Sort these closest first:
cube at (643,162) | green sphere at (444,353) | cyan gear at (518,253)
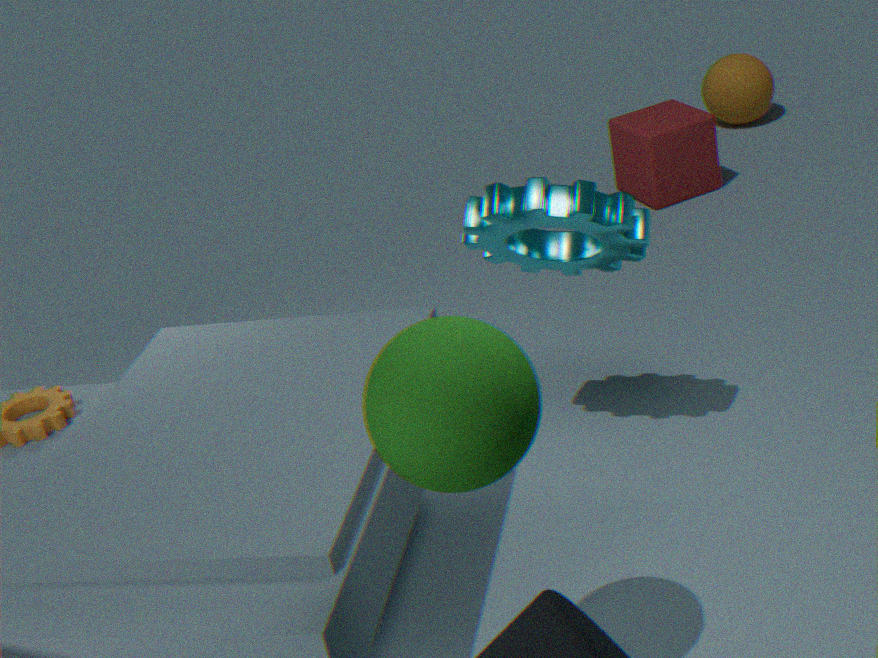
green sphere at (444,353) → cyan gear at (518,253) → cube at (643,162)
